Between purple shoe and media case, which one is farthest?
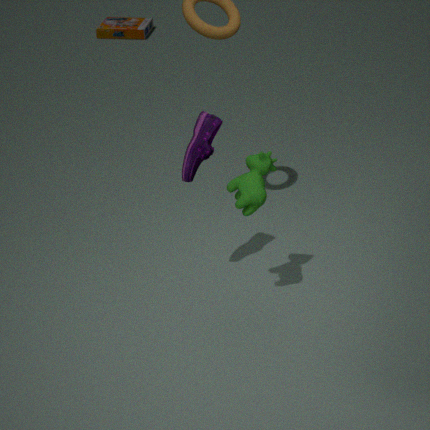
media case
